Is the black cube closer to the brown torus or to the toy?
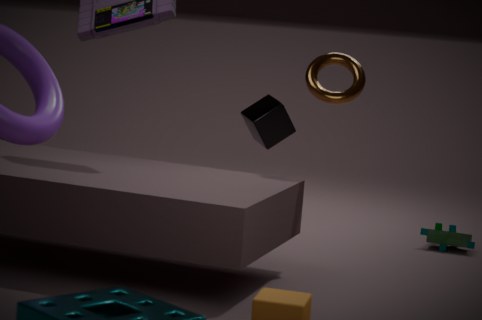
the brown torus
